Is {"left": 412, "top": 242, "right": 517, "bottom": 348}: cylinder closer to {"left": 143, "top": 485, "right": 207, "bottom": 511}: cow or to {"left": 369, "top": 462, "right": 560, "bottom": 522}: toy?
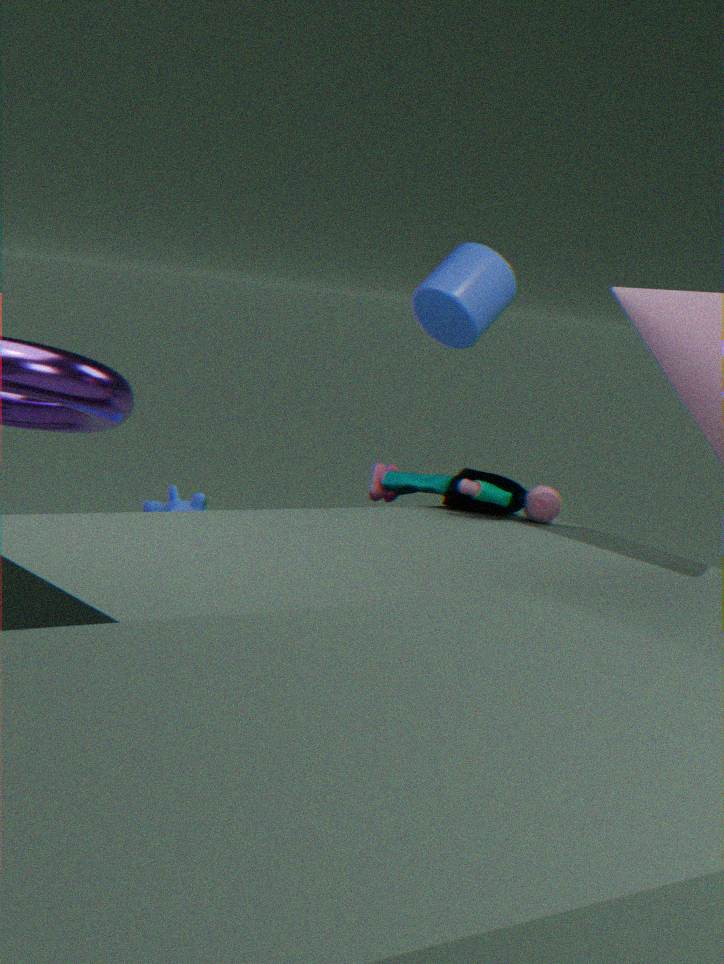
{"left": 369, "top": 462, "right": 560, "bottom": 522}: toy
